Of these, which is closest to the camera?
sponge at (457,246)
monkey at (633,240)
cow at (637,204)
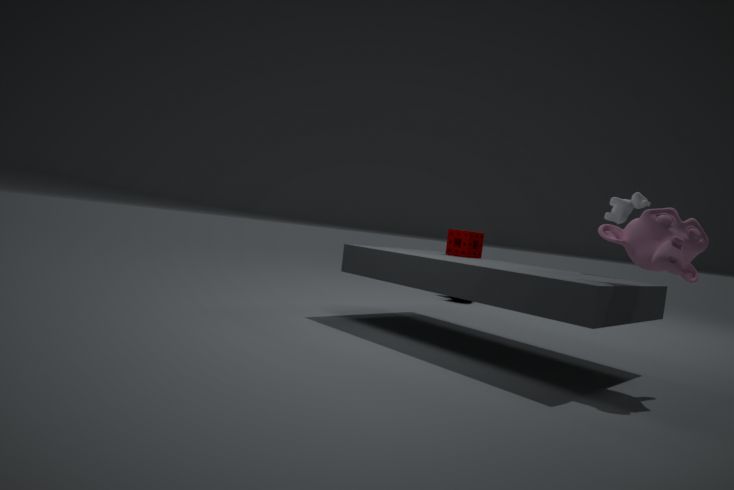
monkey at (633,240)
